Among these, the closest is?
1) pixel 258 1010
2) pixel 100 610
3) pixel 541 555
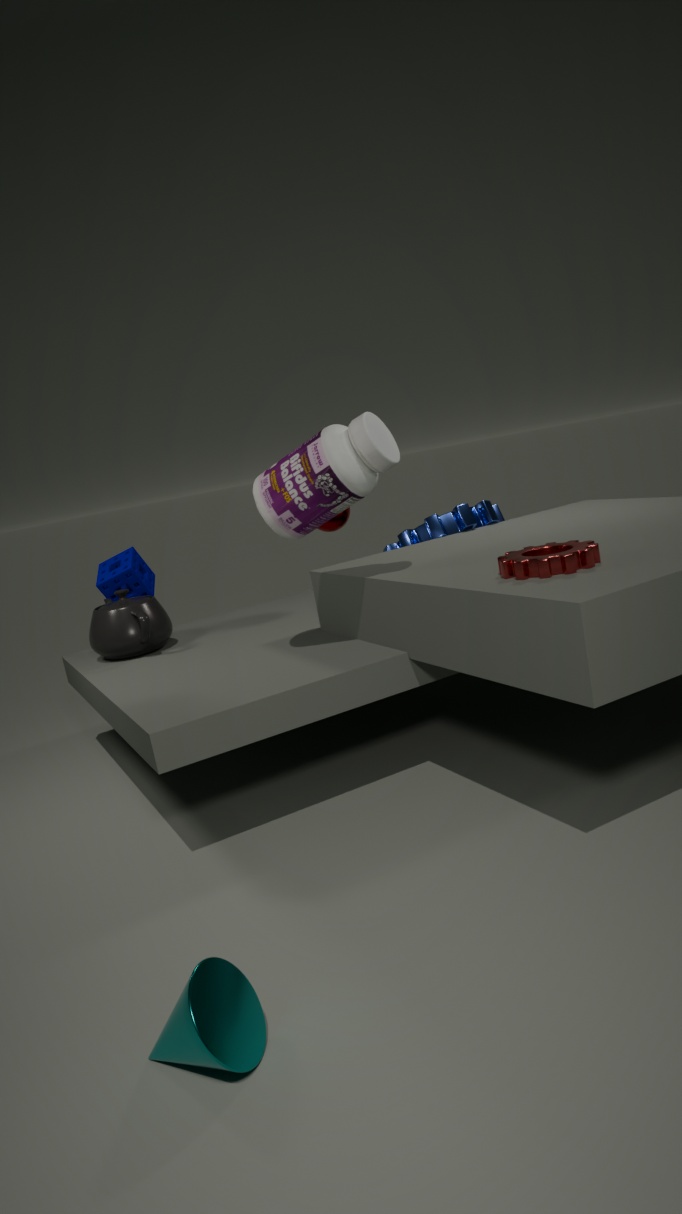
1. pixel 258 1010
